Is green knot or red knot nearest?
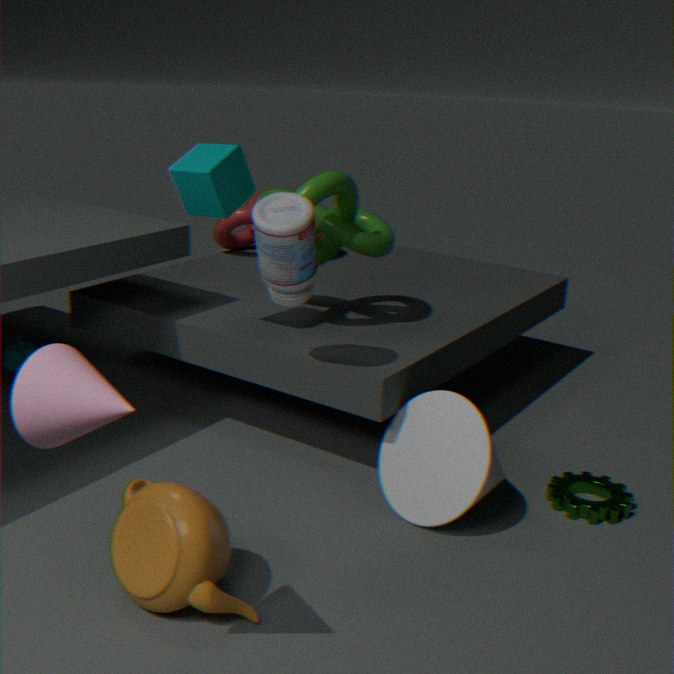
green knot
